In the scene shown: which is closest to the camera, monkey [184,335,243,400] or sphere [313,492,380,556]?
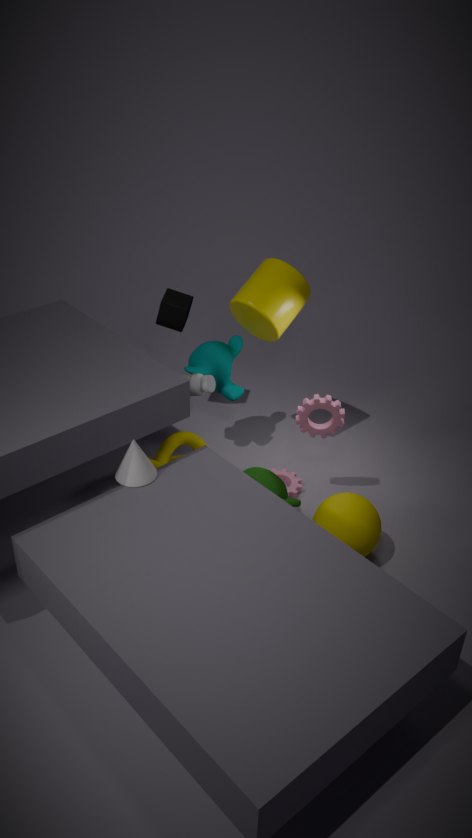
sphere [313,492,380,556]
